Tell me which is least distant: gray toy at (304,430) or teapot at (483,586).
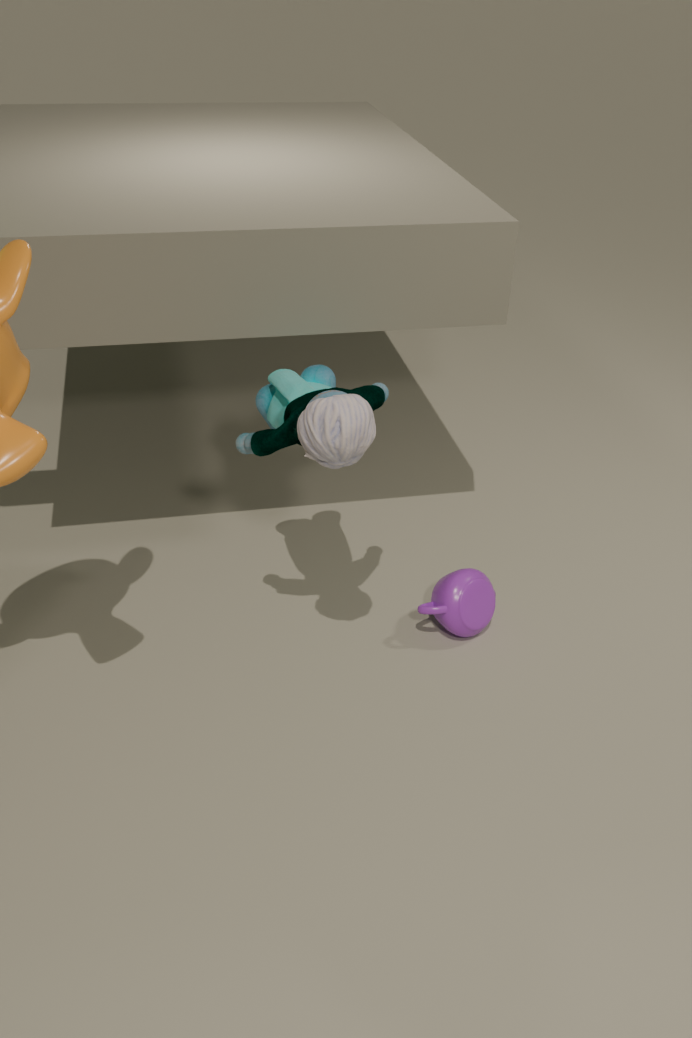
gray toy at (304,430)
